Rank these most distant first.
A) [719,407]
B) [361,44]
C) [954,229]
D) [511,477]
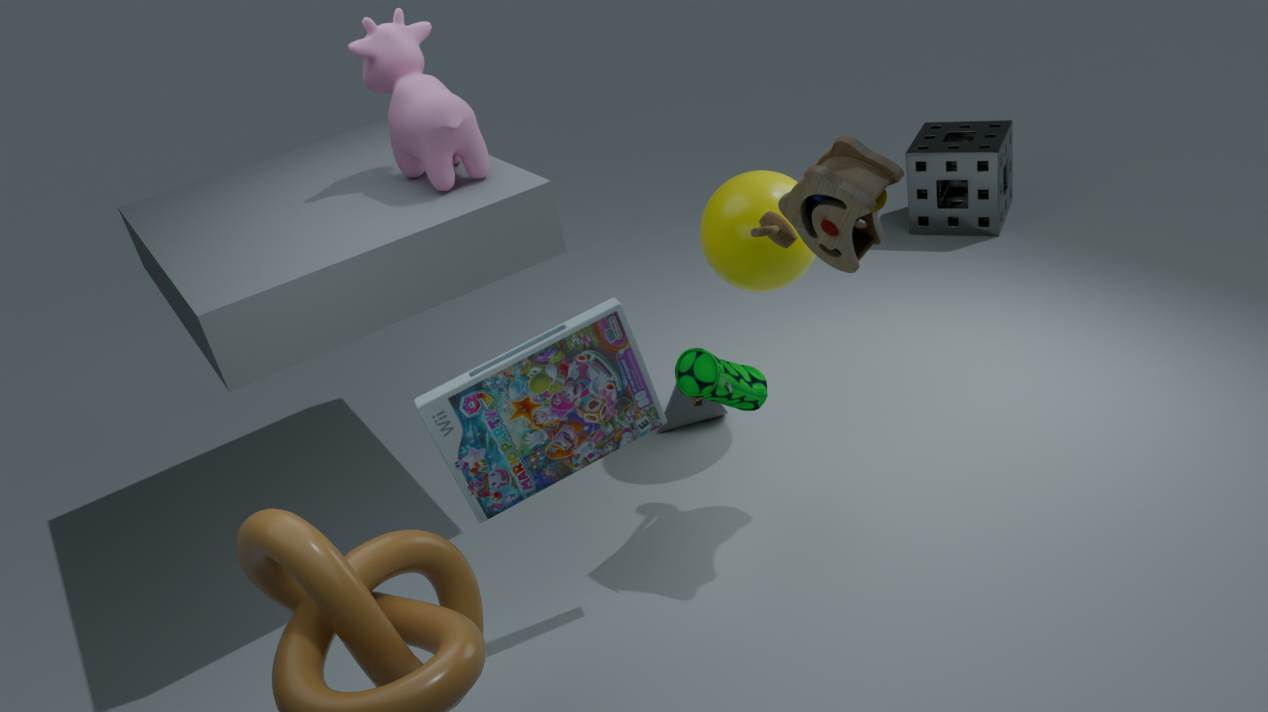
[954,229] → [719,407] → [361,44] → [511,477]
